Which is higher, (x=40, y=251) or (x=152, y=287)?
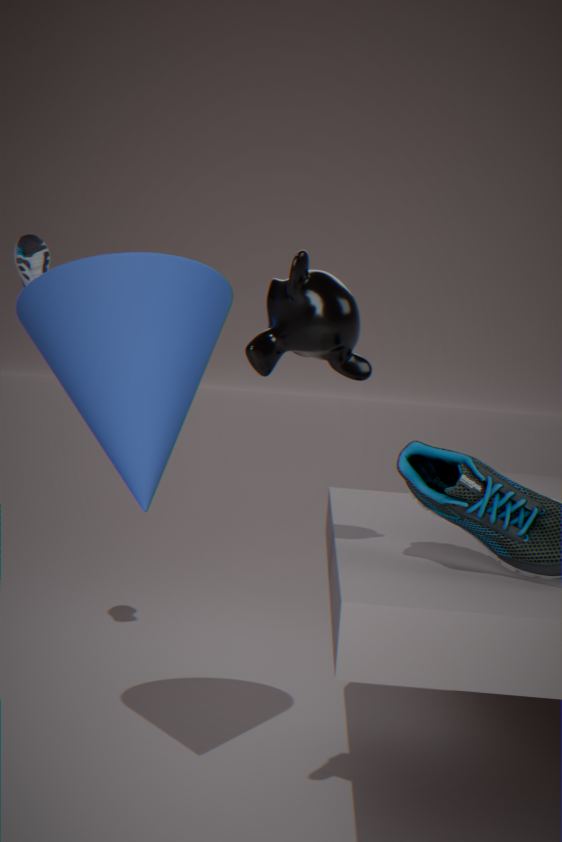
(x=40, y=251)
